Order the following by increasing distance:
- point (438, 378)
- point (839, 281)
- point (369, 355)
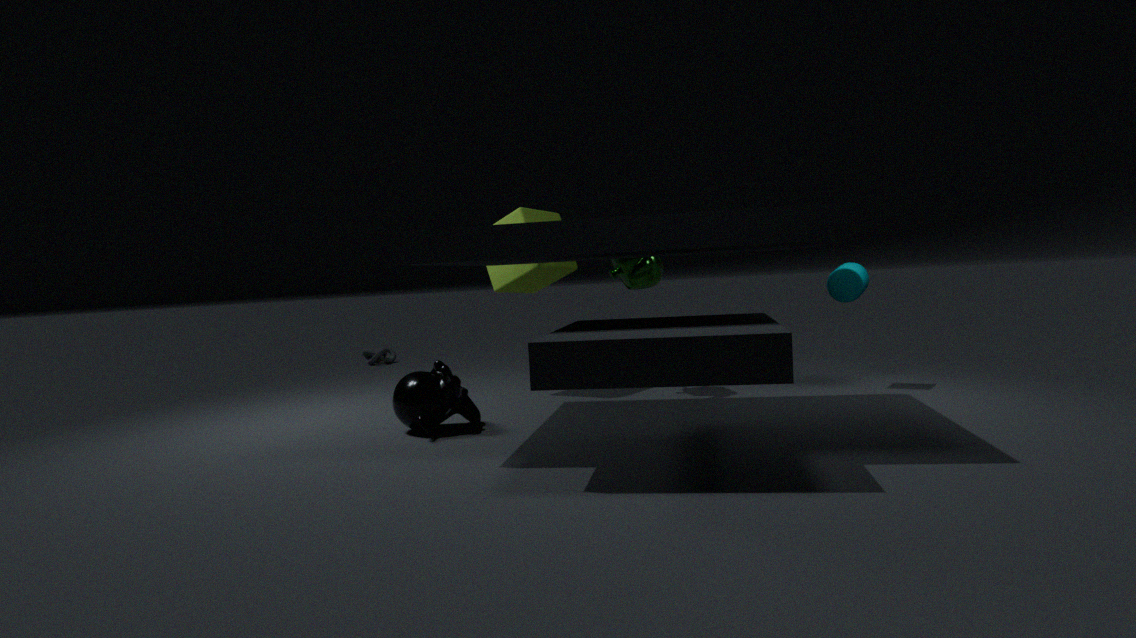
1. point (438, 378)
2. point (839, 281)
3. point (369, 355)
